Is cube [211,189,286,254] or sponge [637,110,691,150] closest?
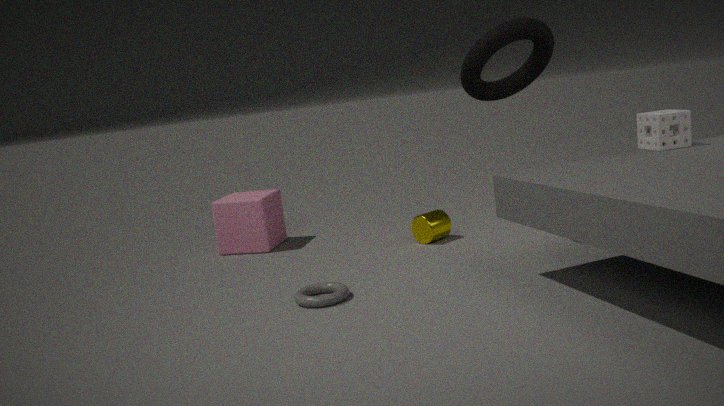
sponge [637,110,691,150]
